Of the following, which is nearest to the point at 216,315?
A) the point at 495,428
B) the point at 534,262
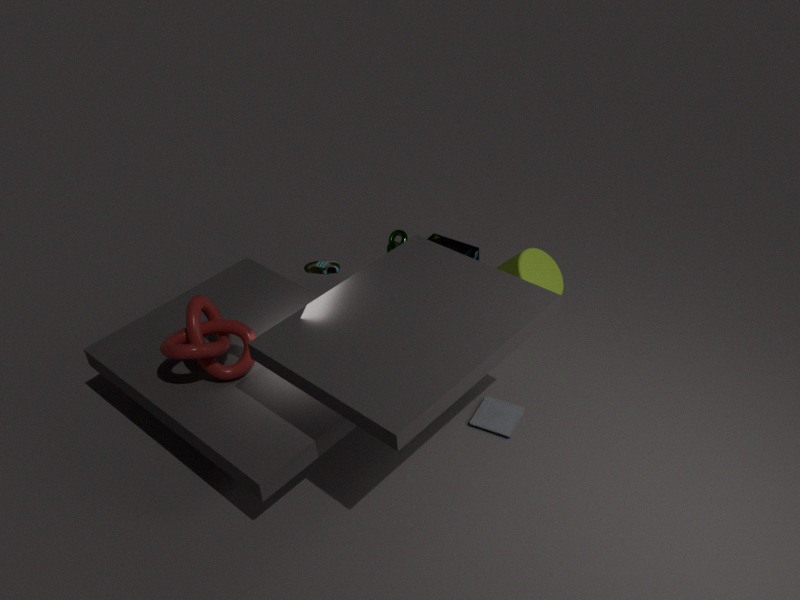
the point at 495,428
